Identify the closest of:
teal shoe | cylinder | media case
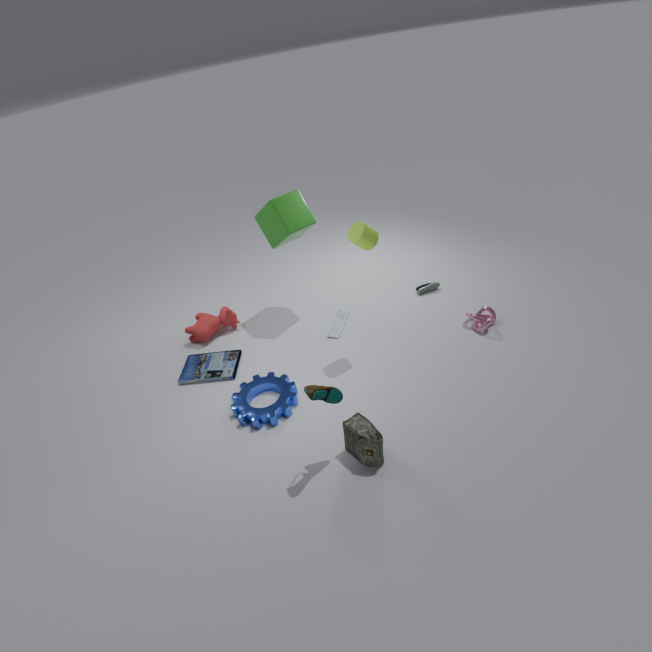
teal shoe
